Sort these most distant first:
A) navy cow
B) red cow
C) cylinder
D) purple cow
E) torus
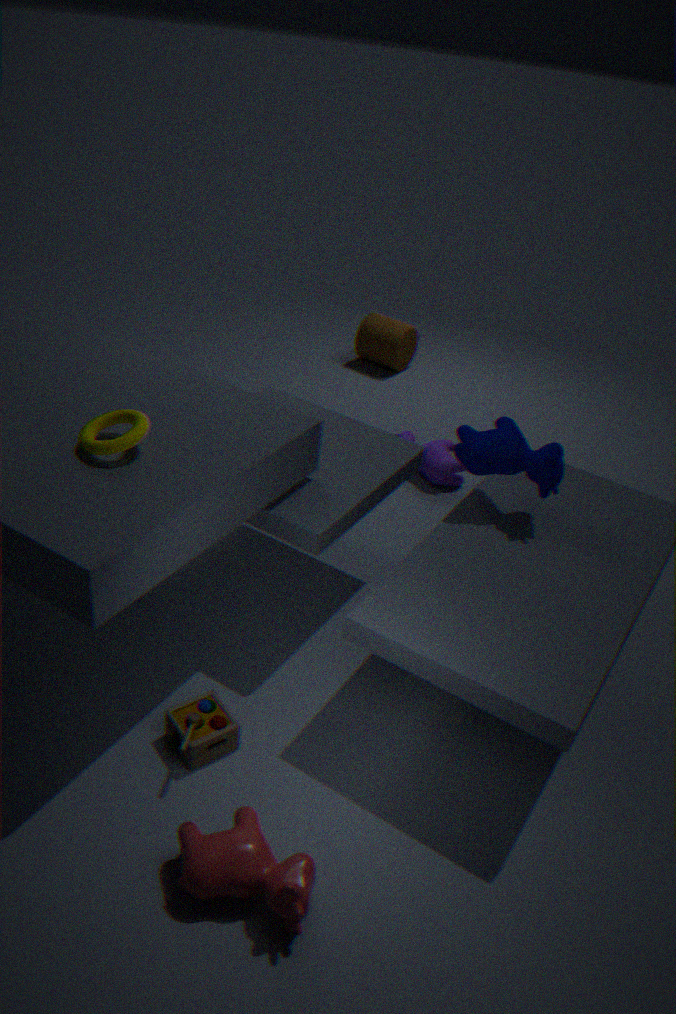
cylinder < purple cow < navy cow < torus < red cow
